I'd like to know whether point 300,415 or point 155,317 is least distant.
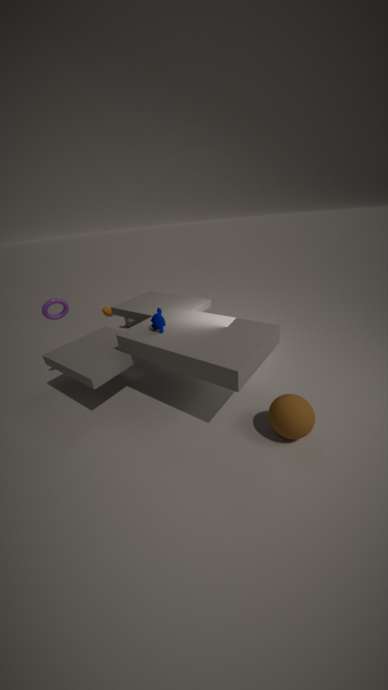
point 300,415
